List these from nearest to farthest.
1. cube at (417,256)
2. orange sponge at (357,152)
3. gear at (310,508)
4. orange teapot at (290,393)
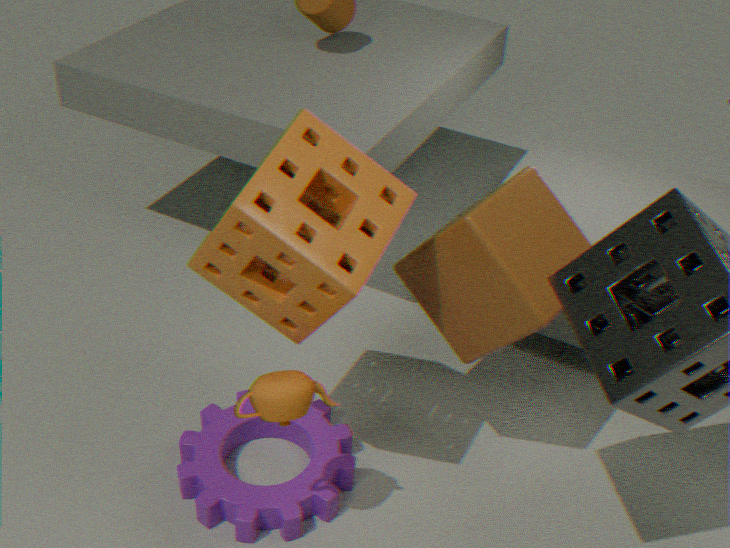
orange sponge at (357,152) < orange teapot at (290,393) < cube at (417,256) < gear at (310,508)
